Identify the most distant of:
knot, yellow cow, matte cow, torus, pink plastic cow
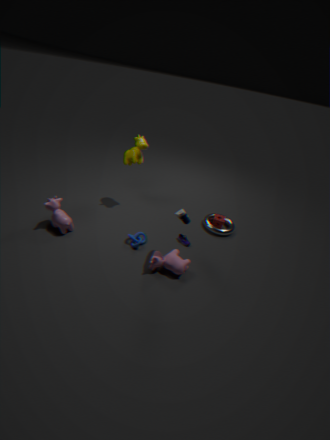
torus
